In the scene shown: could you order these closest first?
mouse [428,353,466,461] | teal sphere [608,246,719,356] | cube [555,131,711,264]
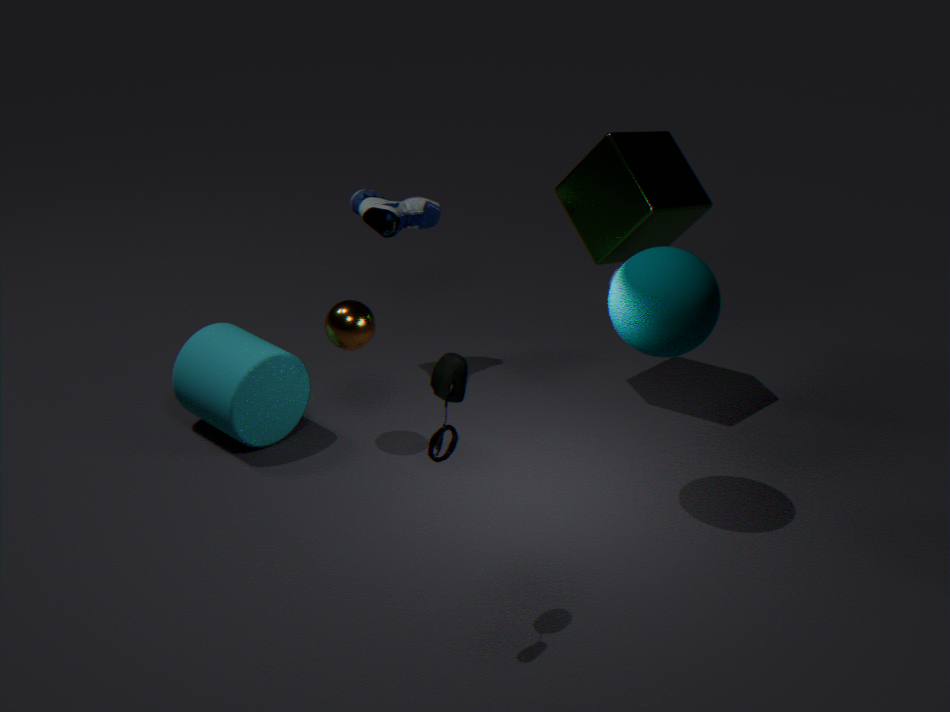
1. mouse [428,353,466,461]
2. teal sphere [608,246,719,356]
3. cube [555,131,711,264]
